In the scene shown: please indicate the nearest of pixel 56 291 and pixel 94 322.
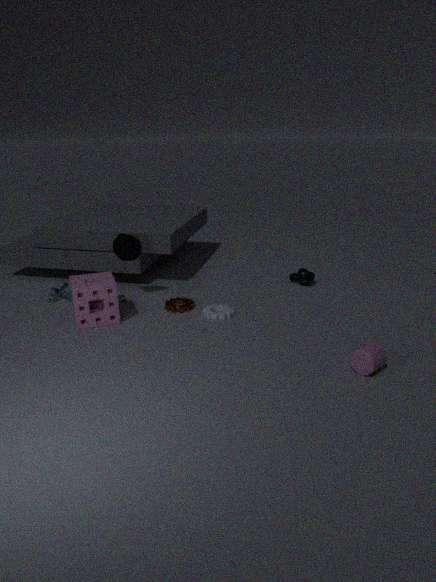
pixel 94 322
